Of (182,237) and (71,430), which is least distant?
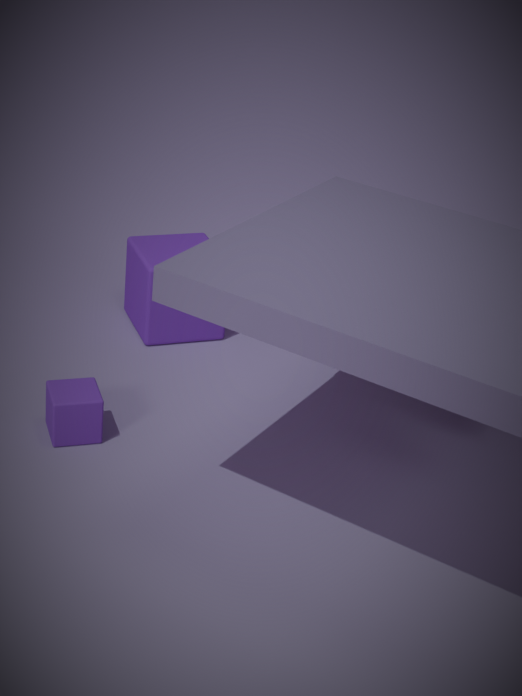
(71,430)
